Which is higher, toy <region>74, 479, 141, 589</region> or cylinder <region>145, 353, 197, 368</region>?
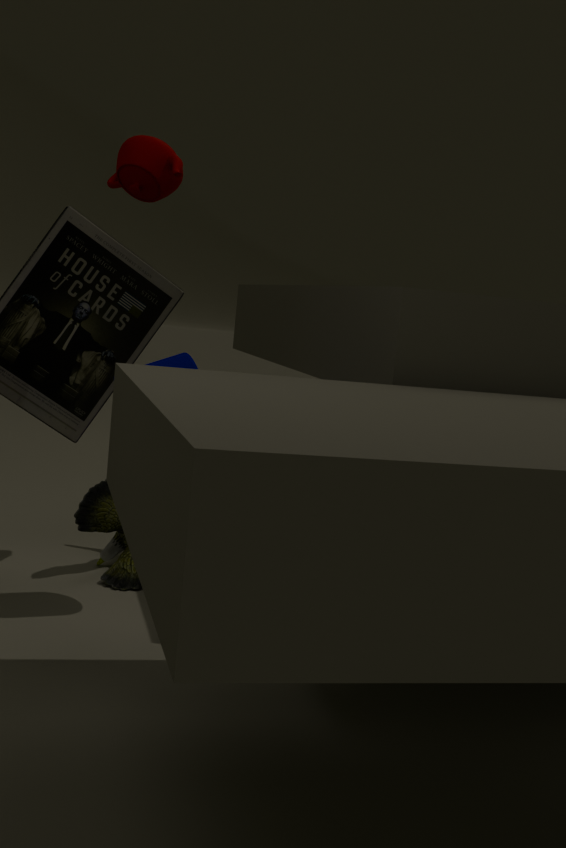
cylinder <region>145, 353, 197, 368</region>
